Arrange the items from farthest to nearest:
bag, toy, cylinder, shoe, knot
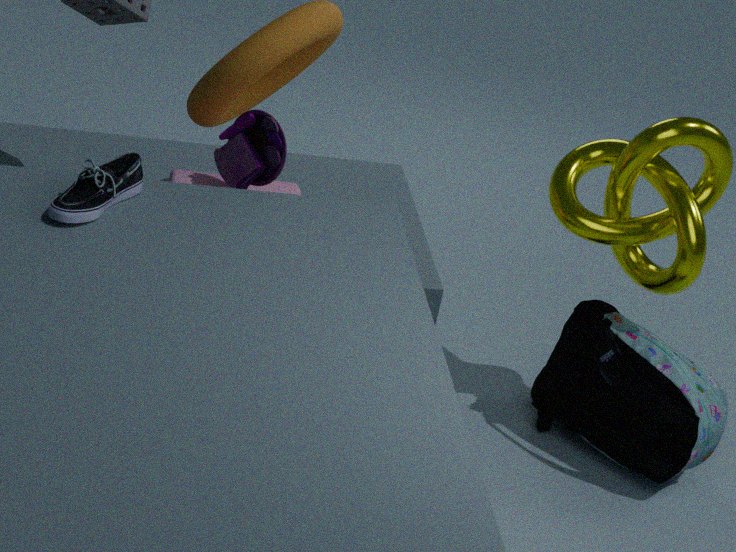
knot, bag, cylinder, toy, shoe
